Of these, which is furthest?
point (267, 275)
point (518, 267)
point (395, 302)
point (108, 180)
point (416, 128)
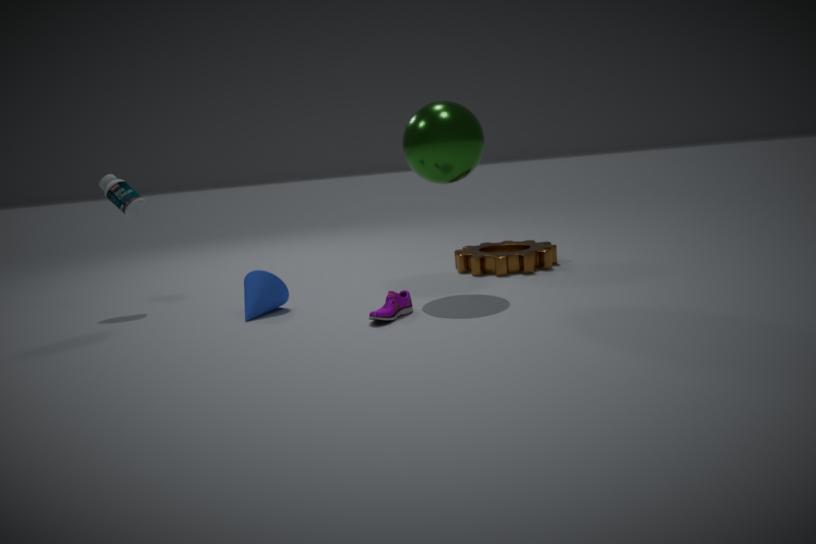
point (518, 267)
